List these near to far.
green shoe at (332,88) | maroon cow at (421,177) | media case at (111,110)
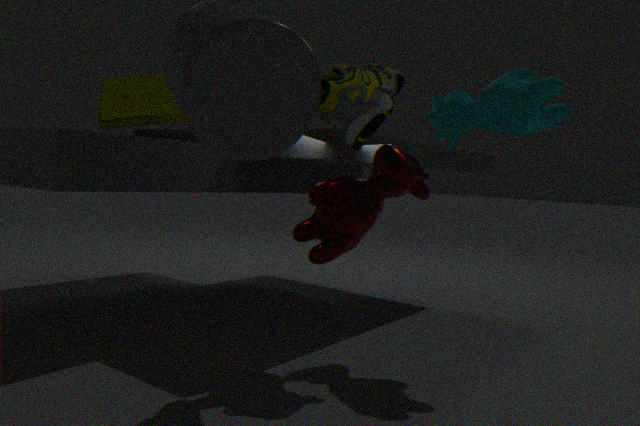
green shoe at (332,88) → maroon cow at (421,177) → media case at (111,110)
